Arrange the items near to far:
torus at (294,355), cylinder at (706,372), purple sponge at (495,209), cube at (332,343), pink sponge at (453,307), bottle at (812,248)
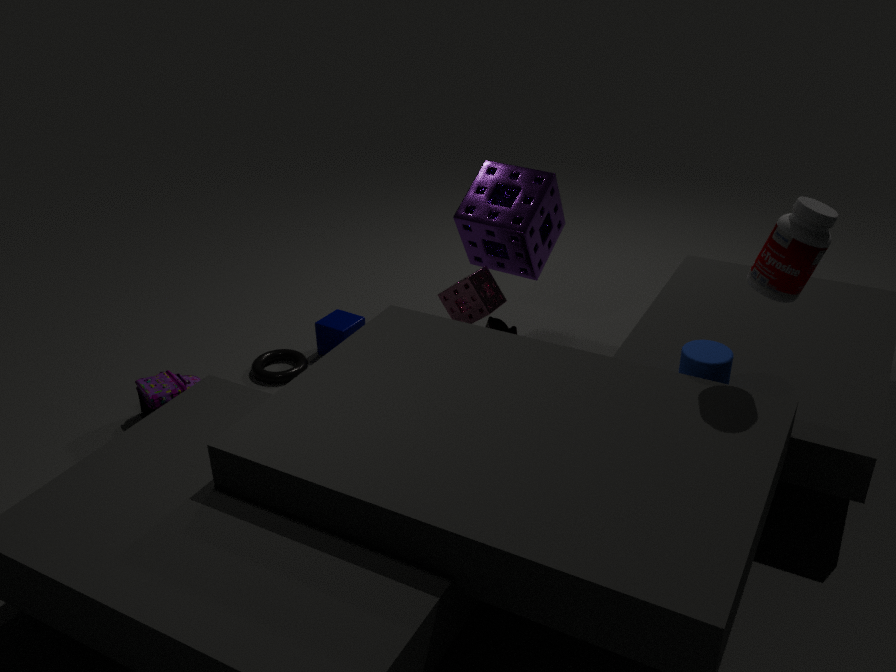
bottle at (812,248), cylinder at (706,372), pink sponge at (453,307), purple sponge at (495,209), torus at (294,355), cube at (332,343)
